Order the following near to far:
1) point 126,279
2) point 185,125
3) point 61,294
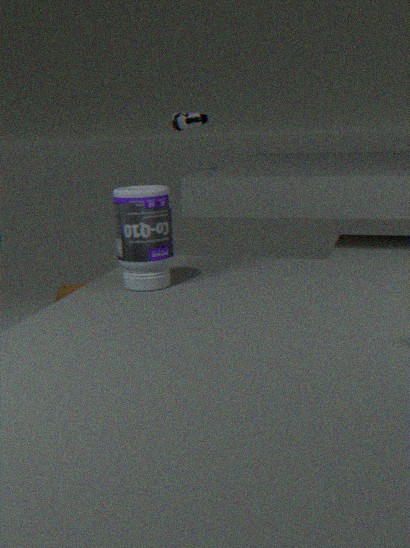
1. 1. point 126,279
2. 2. point 185,125
3. 3. point 61,294
